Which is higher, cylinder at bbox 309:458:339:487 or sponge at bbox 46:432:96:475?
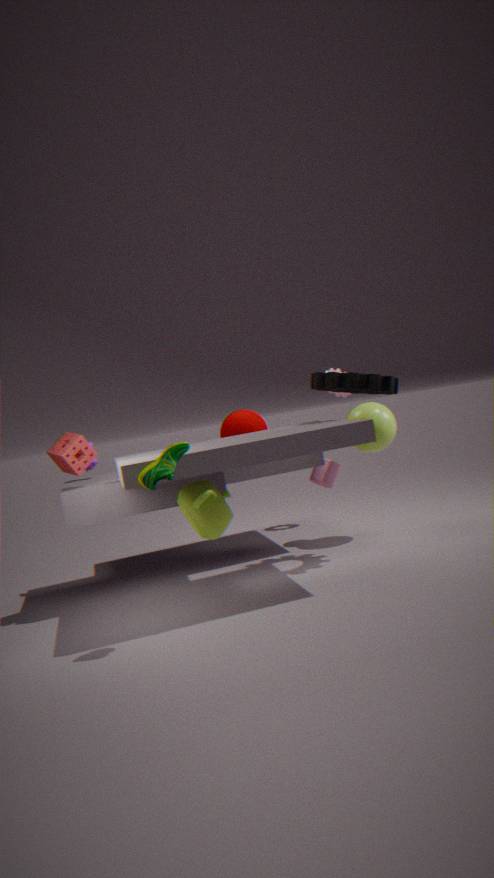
sponge at bbox 46:432:96:475
